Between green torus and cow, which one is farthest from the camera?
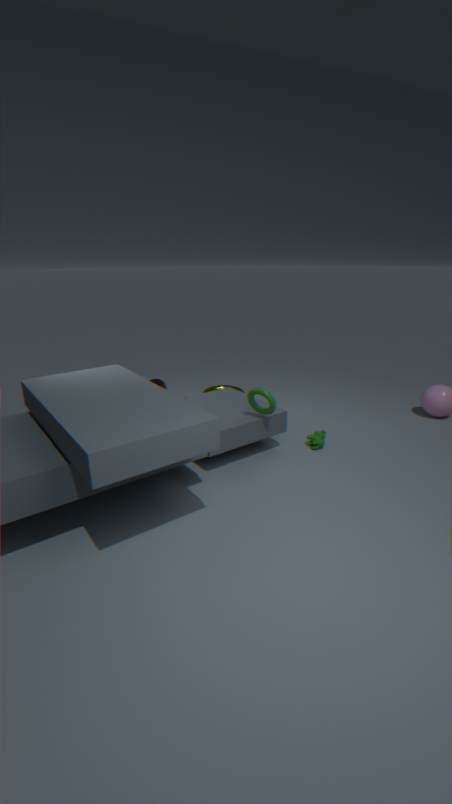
cow
